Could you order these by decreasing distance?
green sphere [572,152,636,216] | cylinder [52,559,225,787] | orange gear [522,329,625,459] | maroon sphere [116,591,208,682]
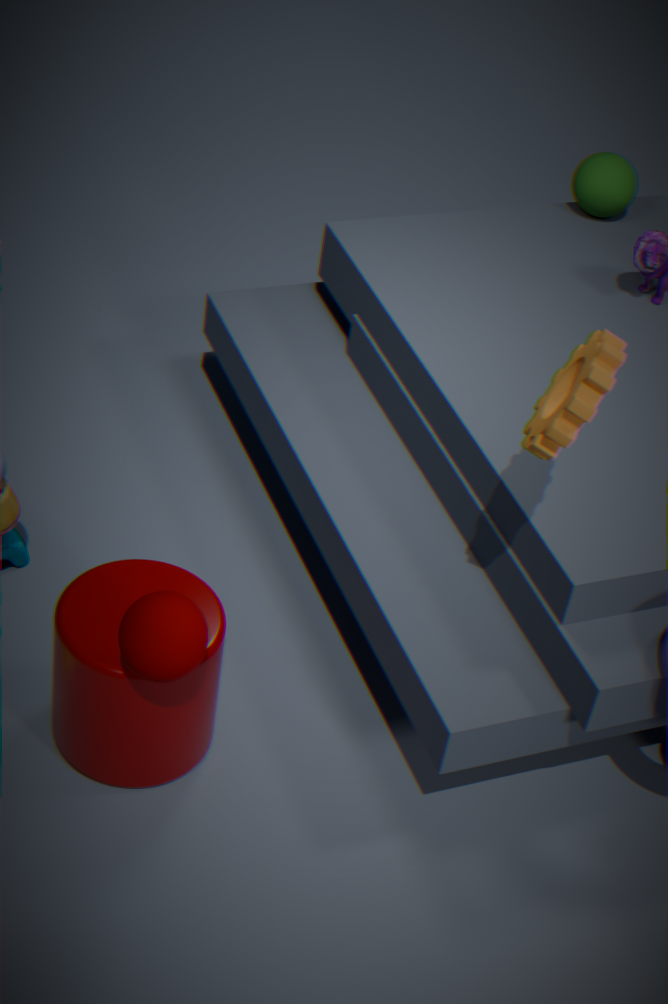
1. green sphere [572,152,636,216]
2. cylinder [52,559,225,787]
3. maroon sphere [116,591,208,682]
4. orange gear [522,329,625,459]
